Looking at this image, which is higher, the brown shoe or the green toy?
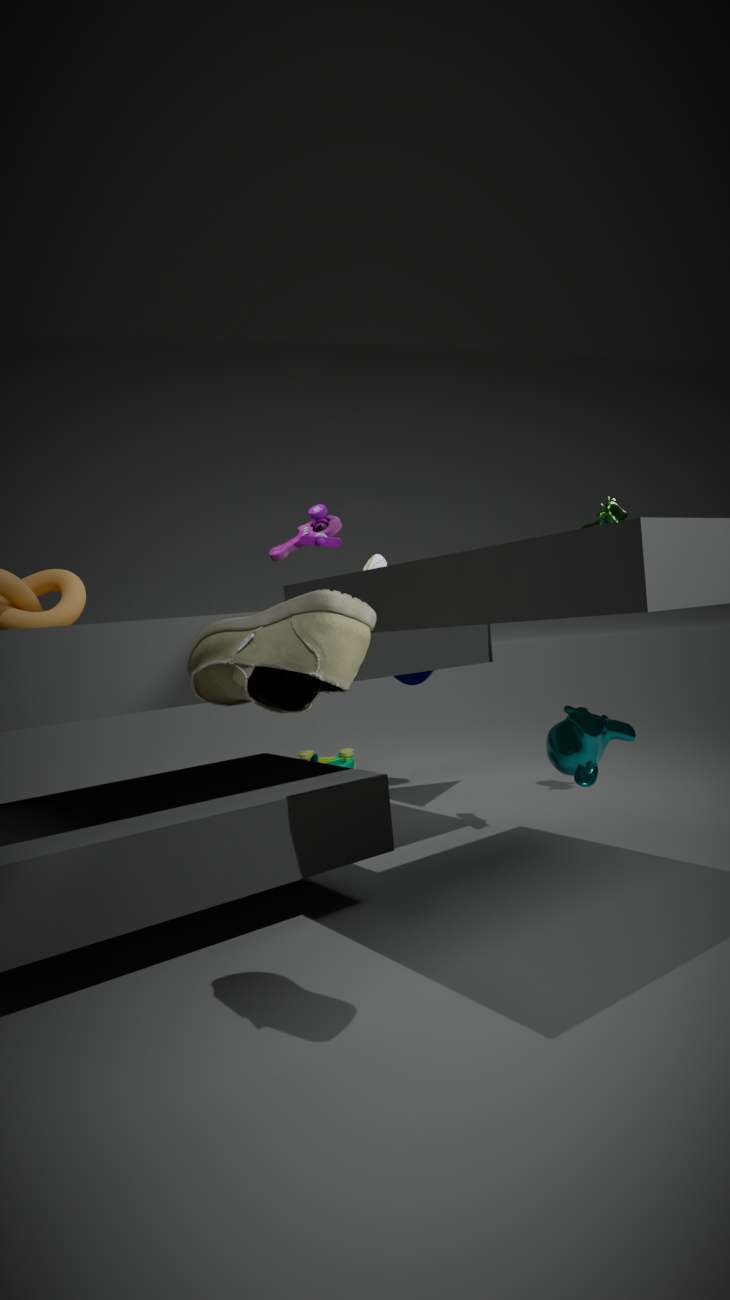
the brown shoe
